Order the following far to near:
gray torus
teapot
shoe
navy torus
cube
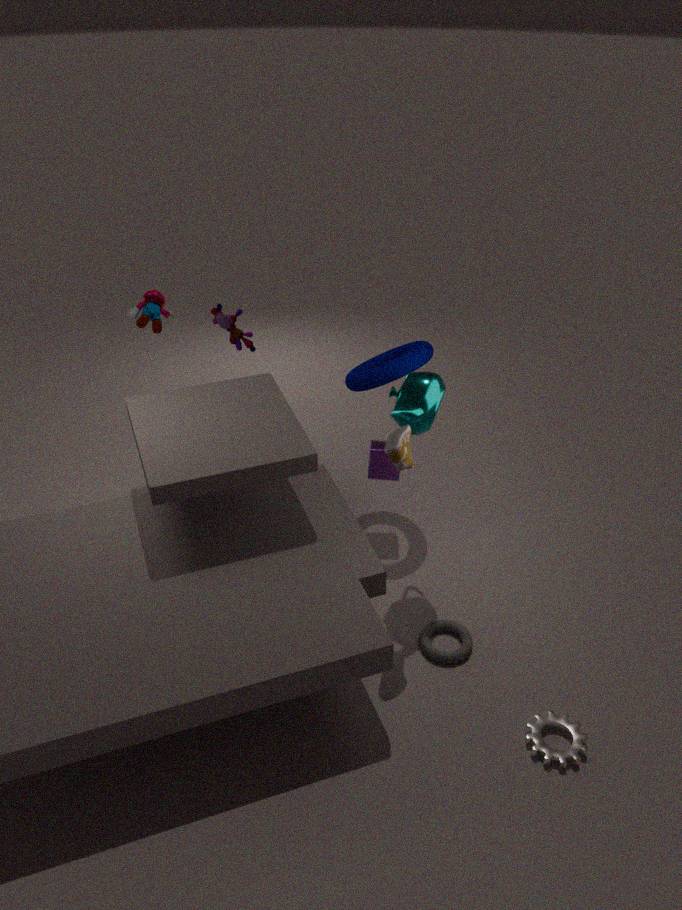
cube
navy torus
gray torus
teapot
shoe
